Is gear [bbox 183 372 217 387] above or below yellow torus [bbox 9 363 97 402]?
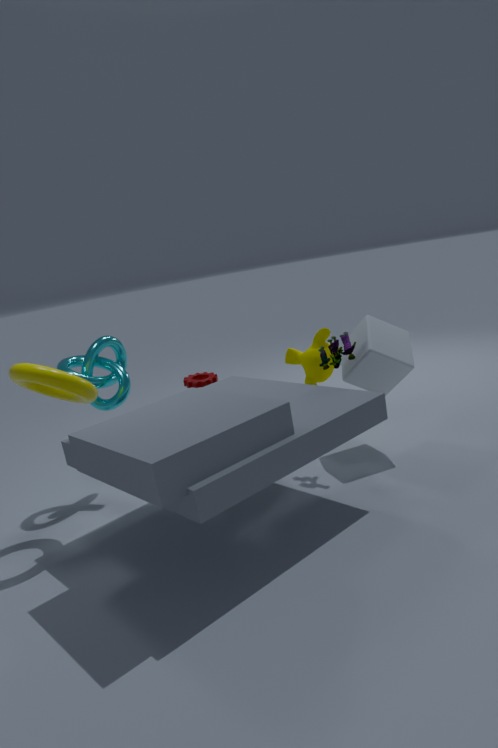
below
